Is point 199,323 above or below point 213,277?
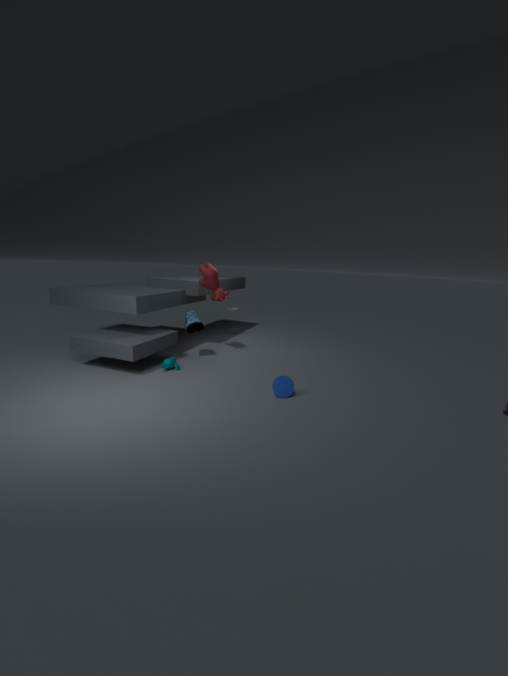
below
